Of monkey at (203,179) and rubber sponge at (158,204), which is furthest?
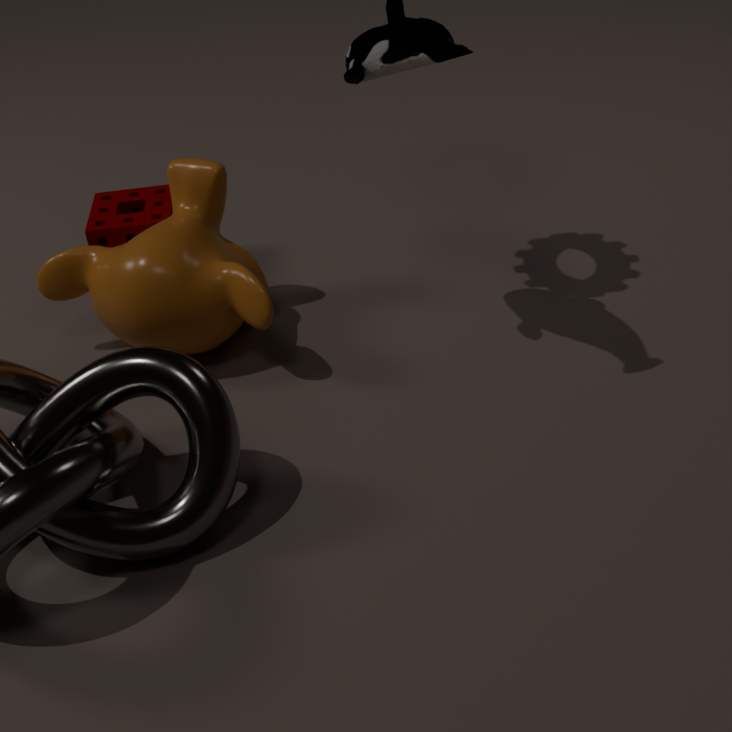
rubber sponge at (158,204)
